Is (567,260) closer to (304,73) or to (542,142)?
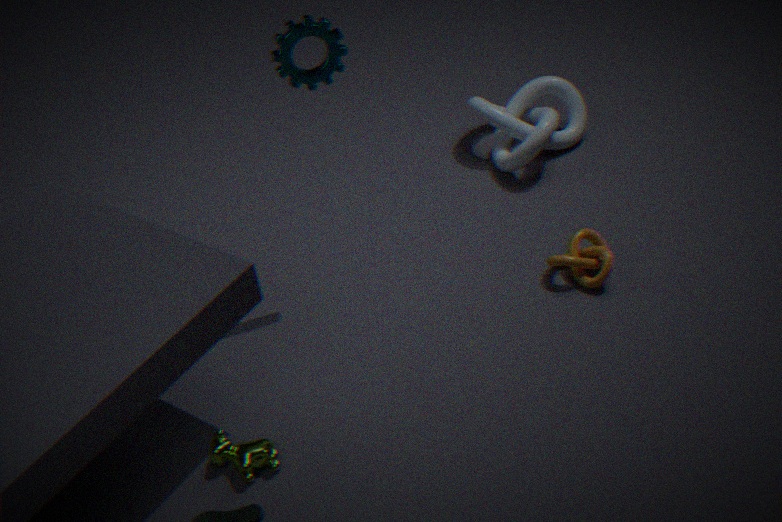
(542,142)
